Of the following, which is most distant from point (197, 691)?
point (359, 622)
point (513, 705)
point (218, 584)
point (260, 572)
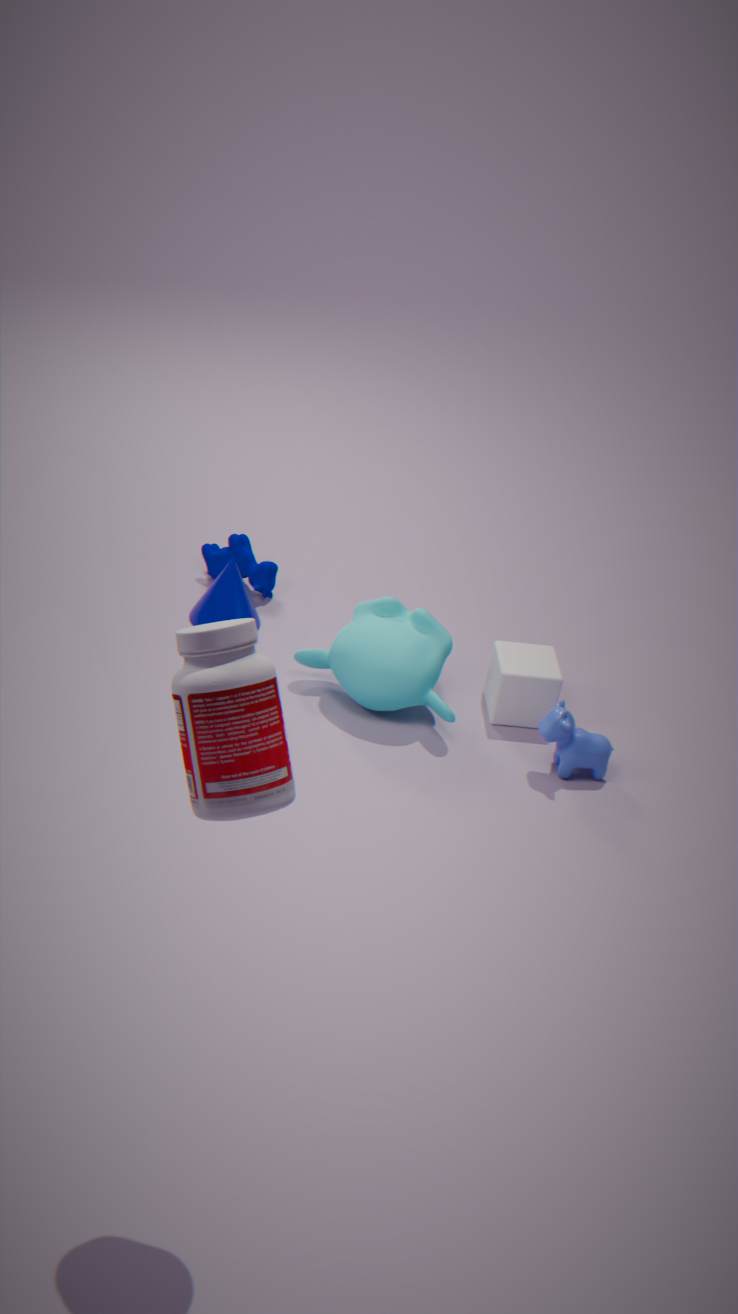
point (260, 572)
